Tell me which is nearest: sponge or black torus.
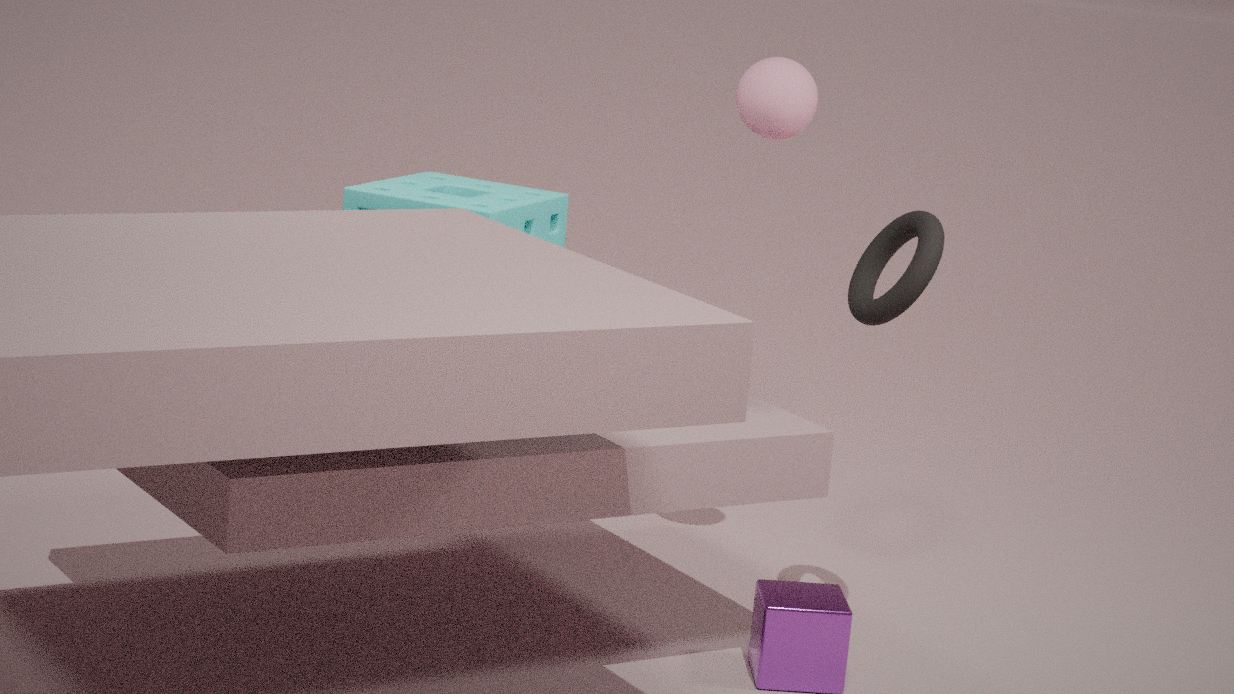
black torus
